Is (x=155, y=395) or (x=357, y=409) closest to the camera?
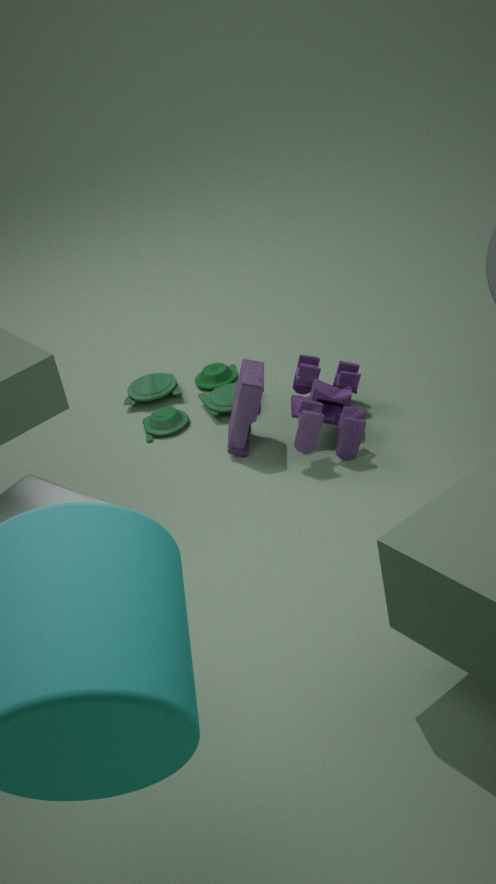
(x=357, y=409)
